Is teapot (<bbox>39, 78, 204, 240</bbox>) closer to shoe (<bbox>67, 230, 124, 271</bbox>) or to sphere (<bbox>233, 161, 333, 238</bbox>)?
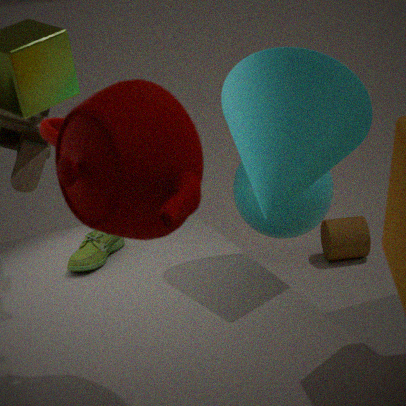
shoe (<bbox>67, 230, 124, 271</bbox>)
